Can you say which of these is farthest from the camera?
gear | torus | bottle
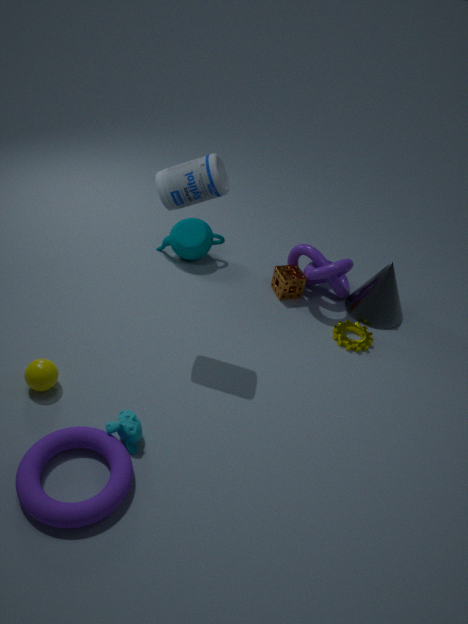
gear
